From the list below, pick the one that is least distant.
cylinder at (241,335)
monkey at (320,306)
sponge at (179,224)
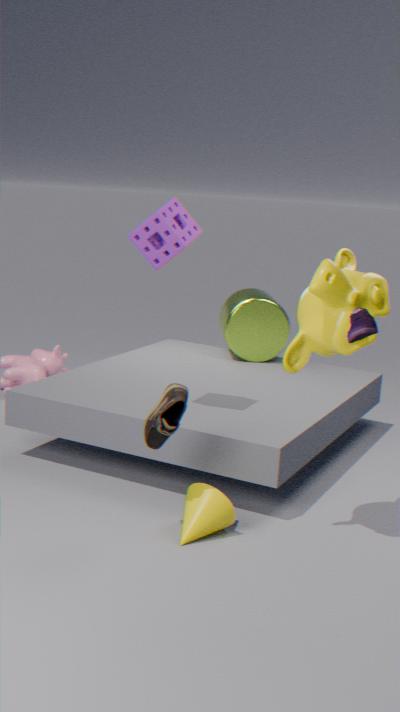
monkey at (320,306)
